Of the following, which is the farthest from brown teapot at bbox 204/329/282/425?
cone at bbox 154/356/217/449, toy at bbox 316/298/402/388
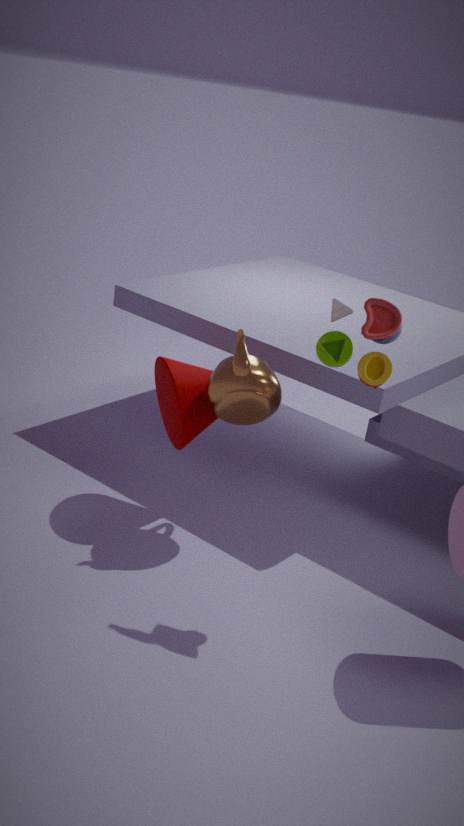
toy at bbox 316/298/402/388
